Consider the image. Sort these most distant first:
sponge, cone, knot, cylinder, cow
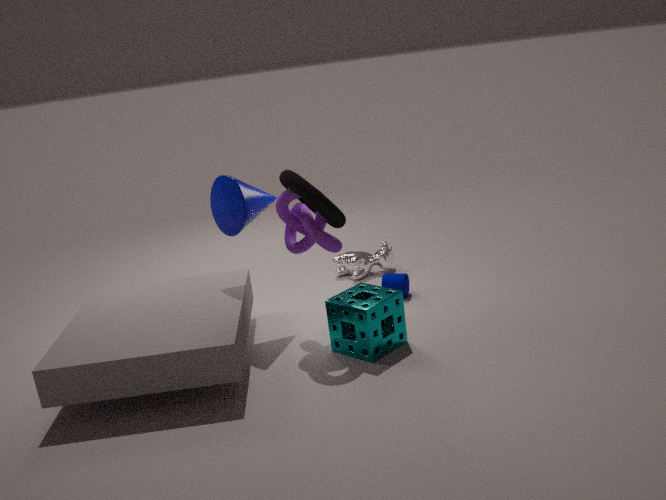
1. cow
2. cylinder
3. cone
4. knot
5. sponge
